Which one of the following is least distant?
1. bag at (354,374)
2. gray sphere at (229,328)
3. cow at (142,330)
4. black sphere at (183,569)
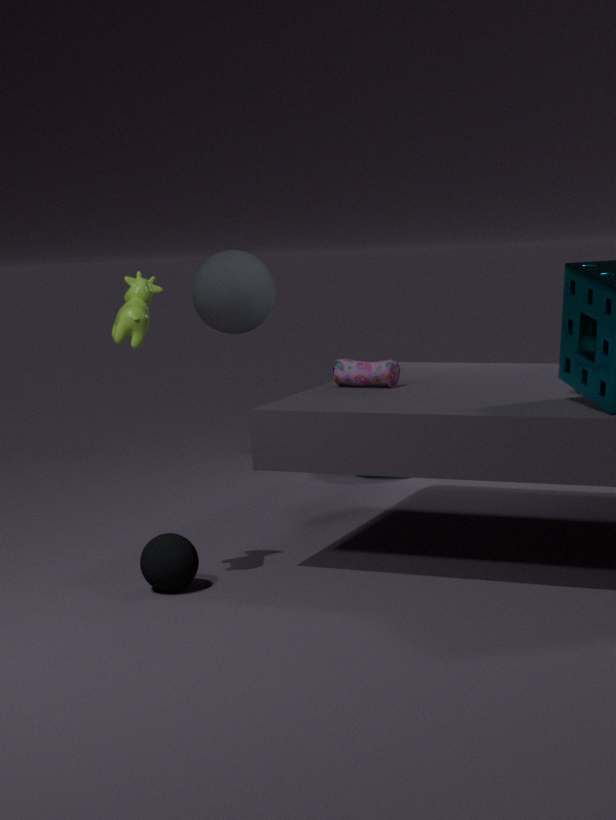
cow at (142,330)
